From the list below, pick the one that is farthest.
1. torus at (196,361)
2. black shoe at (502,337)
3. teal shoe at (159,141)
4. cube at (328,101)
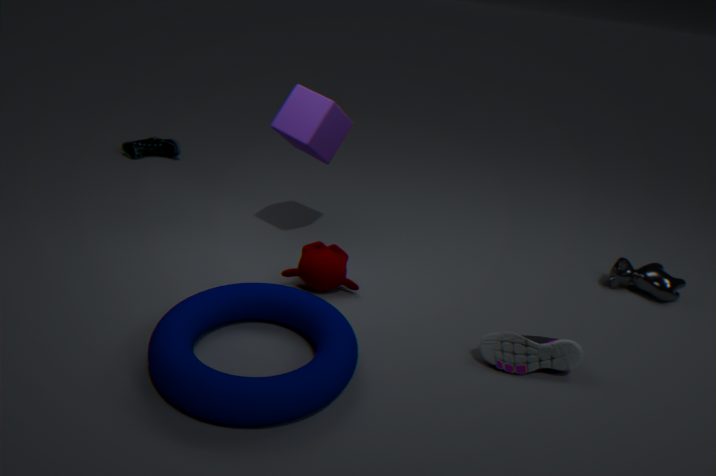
teal shoe at (159,141)
